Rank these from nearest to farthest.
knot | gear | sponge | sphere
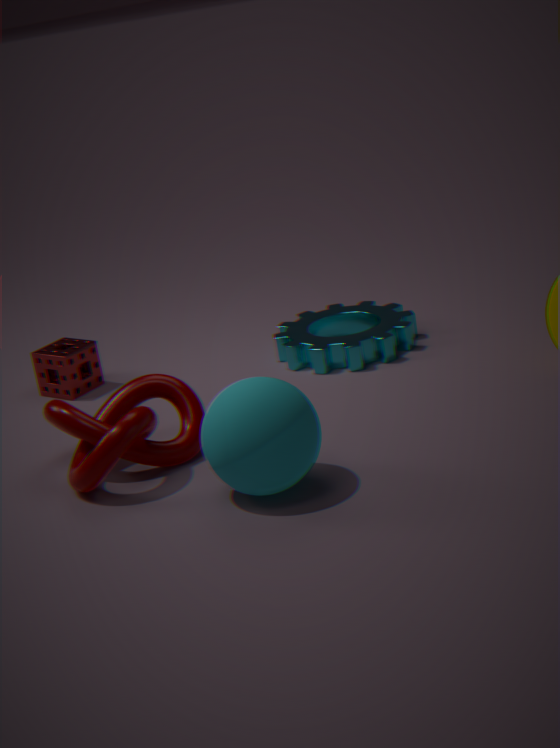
sphere, knot, gear, sponge
